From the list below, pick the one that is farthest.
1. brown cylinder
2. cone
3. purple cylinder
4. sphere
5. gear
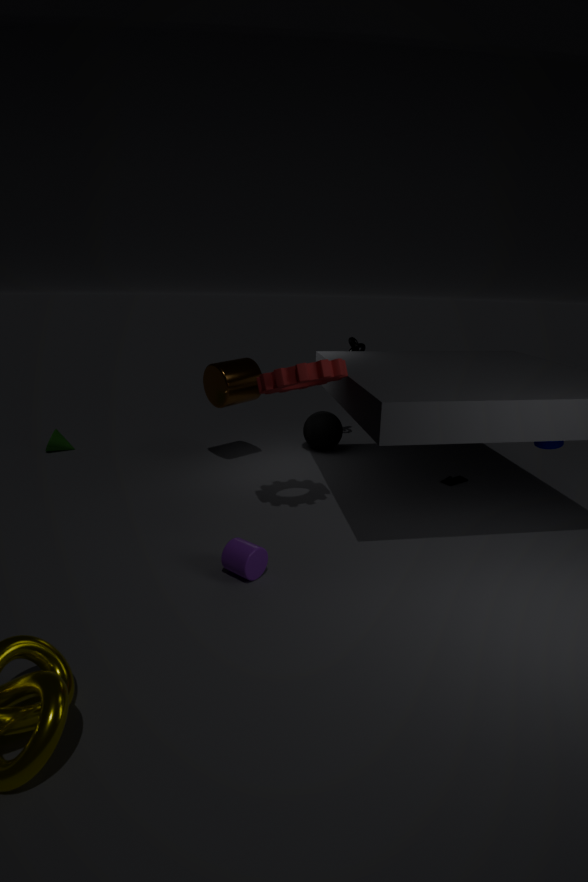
sphere
